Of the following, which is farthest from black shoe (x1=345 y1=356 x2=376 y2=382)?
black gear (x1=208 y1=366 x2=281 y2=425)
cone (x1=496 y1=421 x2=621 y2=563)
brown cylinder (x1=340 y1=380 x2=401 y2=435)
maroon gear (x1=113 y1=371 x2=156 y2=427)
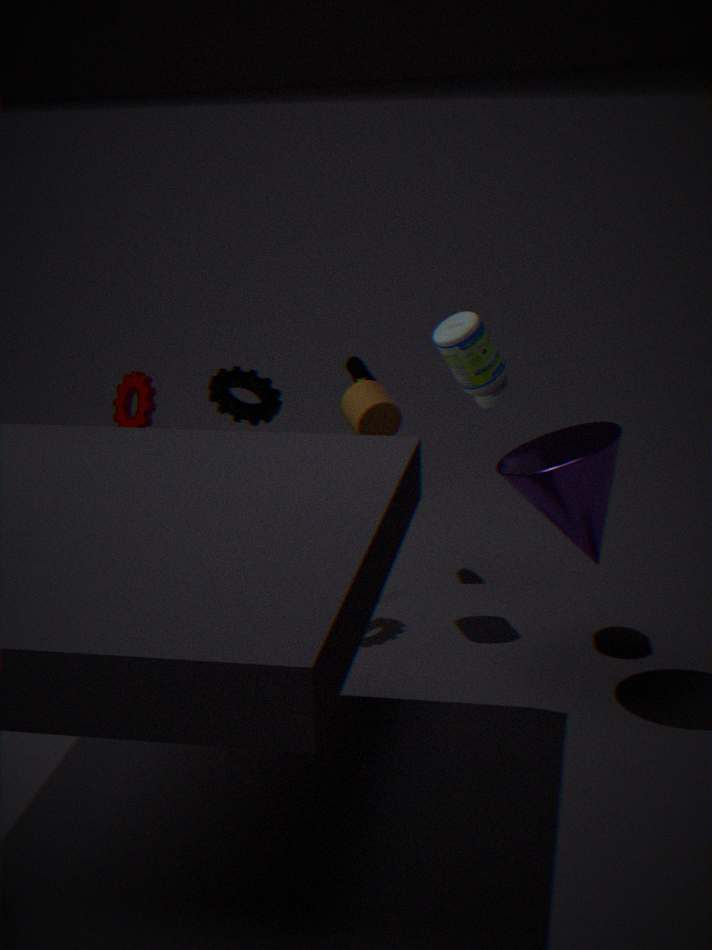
cone (x1=496 y1=421 x2=621 y2=563)
